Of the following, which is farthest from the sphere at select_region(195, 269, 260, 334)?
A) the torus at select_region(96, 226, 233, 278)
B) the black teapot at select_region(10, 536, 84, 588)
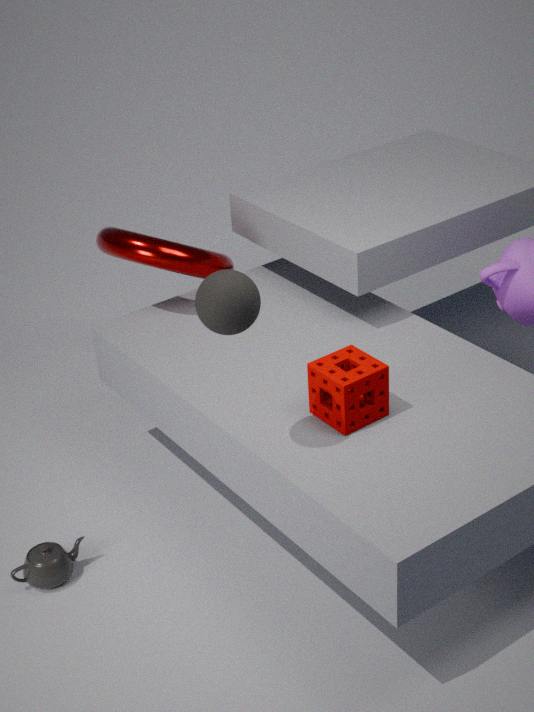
the black teapot at select_region(10, 536, 84, 588)
